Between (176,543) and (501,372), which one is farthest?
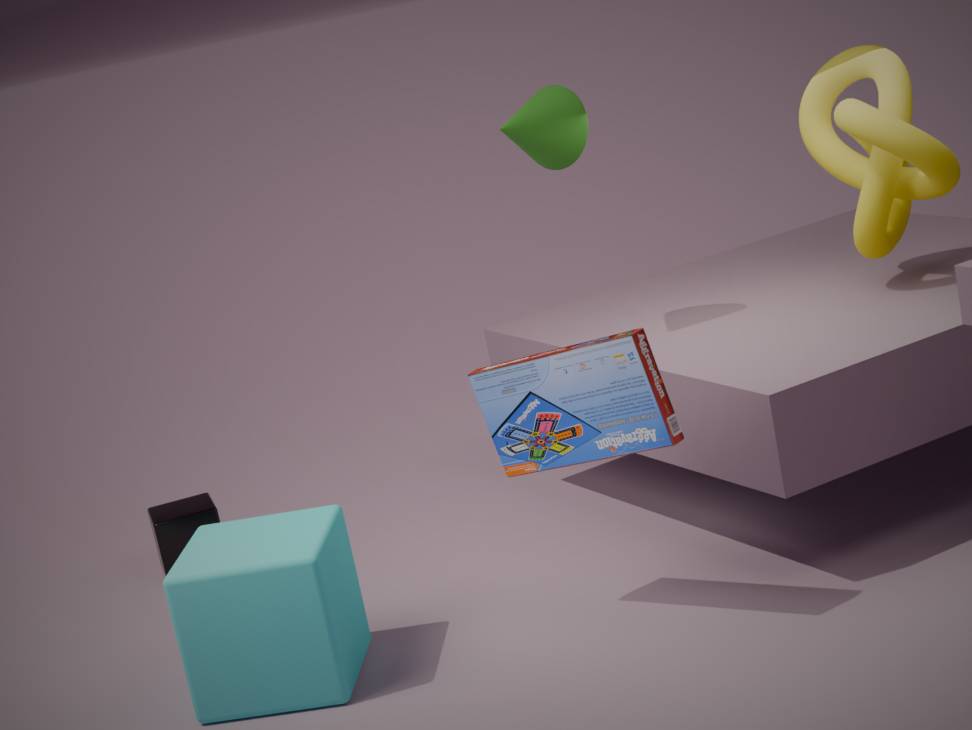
(176,543)
